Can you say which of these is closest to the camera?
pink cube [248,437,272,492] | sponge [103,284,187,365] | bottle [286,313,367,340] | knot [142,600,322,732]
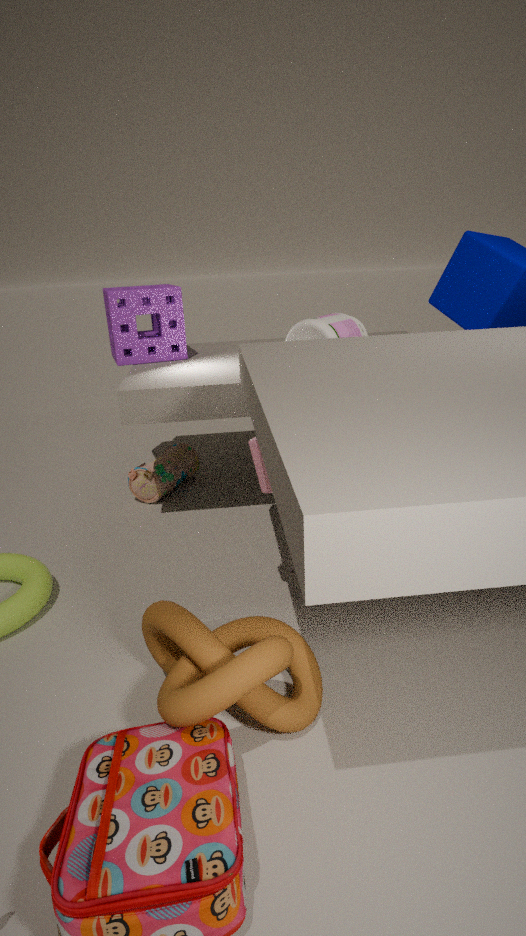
knot [142,600,322,732]
